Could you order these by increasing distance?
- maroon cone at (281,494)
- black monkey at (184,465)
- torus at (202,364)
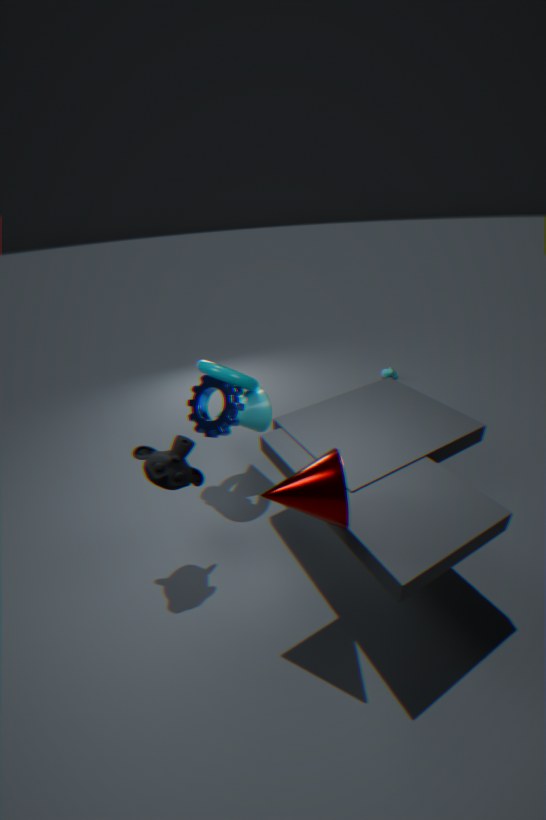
maroon cone at (281,494) → black monkey at (184,465) → torus at (202,364)
